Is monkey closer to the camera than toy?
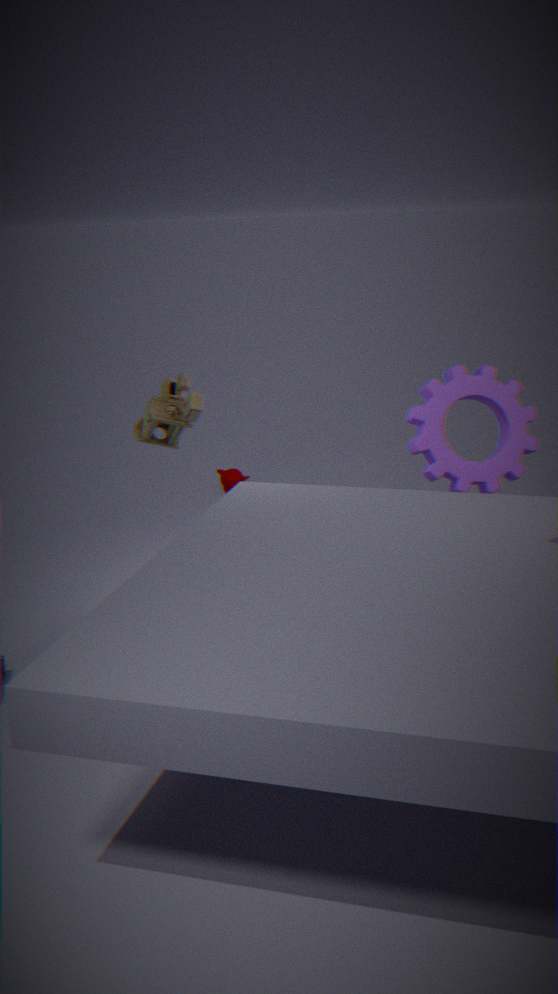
No
